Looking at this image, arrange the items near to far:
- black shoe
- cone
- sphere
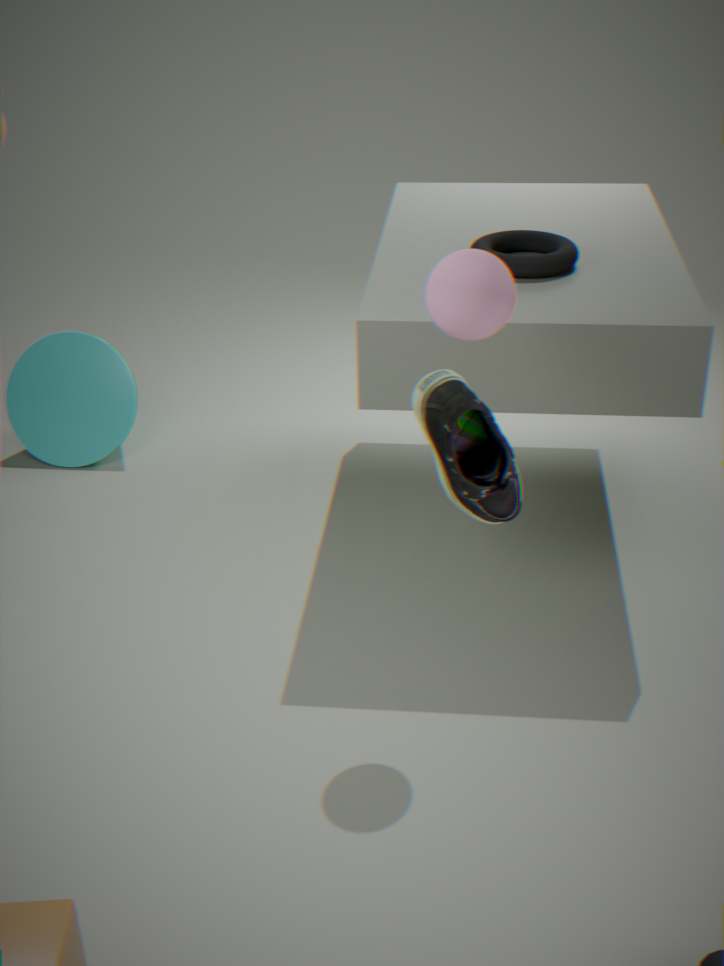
black shoe
sphere
cone
